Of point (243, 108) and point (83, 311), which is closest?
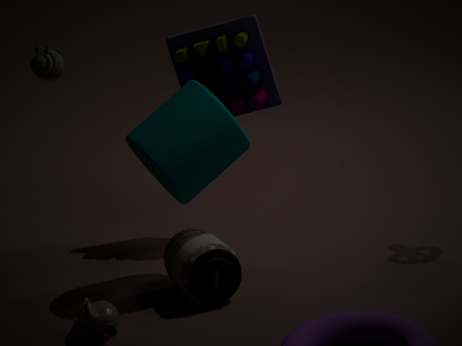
point (83, 311)
